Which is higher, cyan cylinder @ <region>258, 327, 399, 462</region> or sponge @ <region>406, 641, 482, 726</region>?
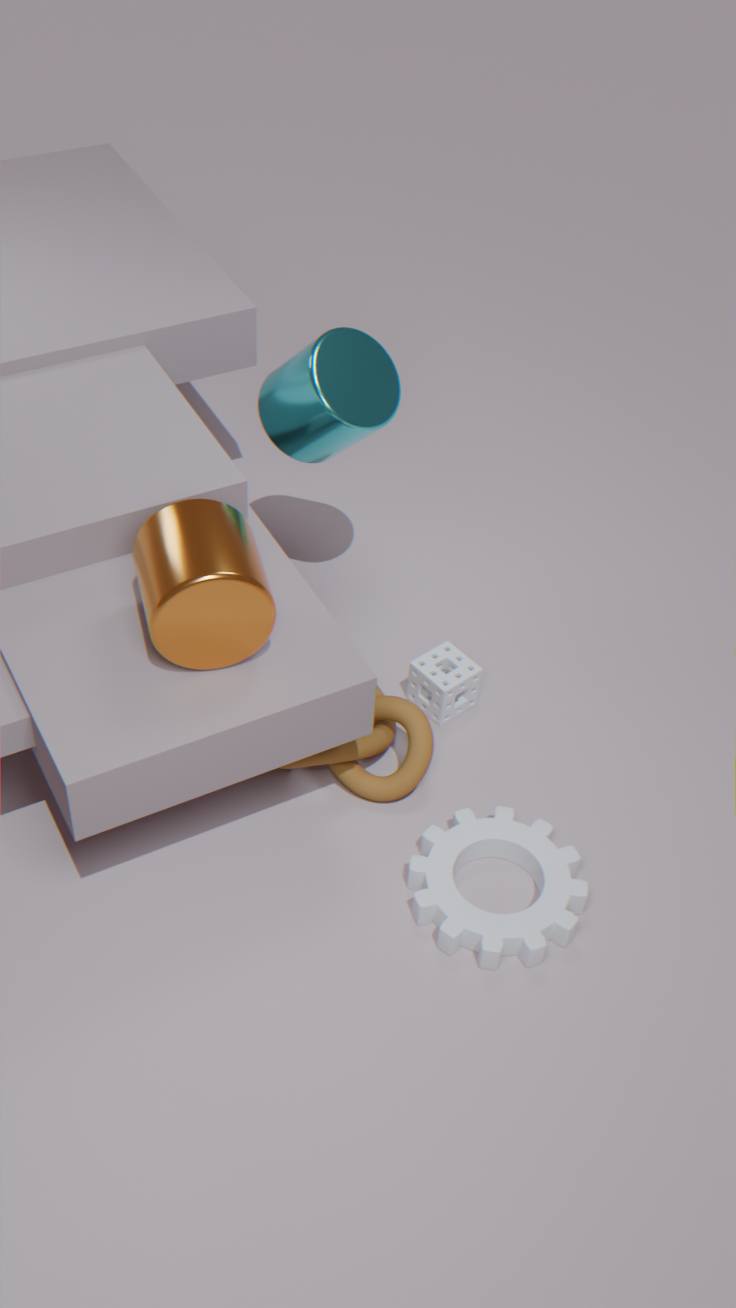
cyan cylinder @ <region>258, 327, 399, 462</region>
